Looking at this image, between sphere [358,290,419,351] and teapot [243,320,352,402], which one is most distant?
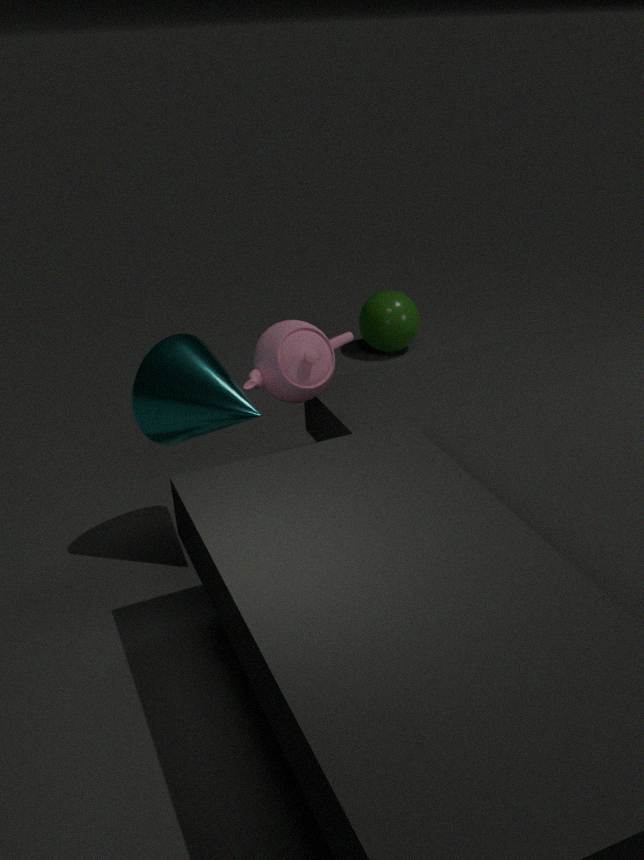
sphere [358,290,419,351]
